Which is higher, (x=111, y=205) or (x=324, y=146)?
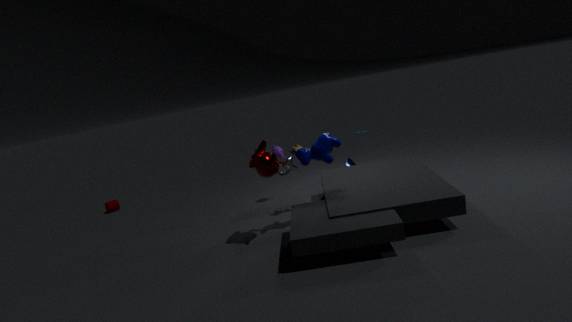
(x=324, y=146)
